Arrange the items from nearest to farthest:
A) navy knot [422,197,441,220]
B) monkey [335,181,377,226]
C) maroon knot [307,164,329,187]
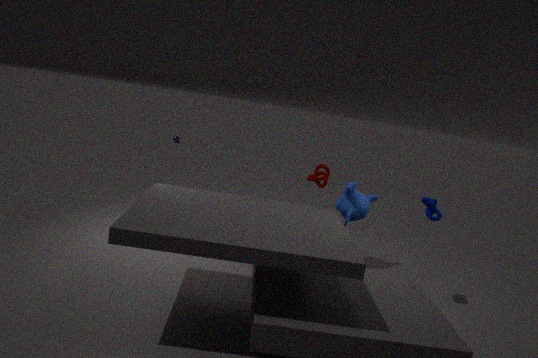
monkey [335,181,377,226] → navy knot [422,197,441,220] → maroon knot [307,164,329,187]
